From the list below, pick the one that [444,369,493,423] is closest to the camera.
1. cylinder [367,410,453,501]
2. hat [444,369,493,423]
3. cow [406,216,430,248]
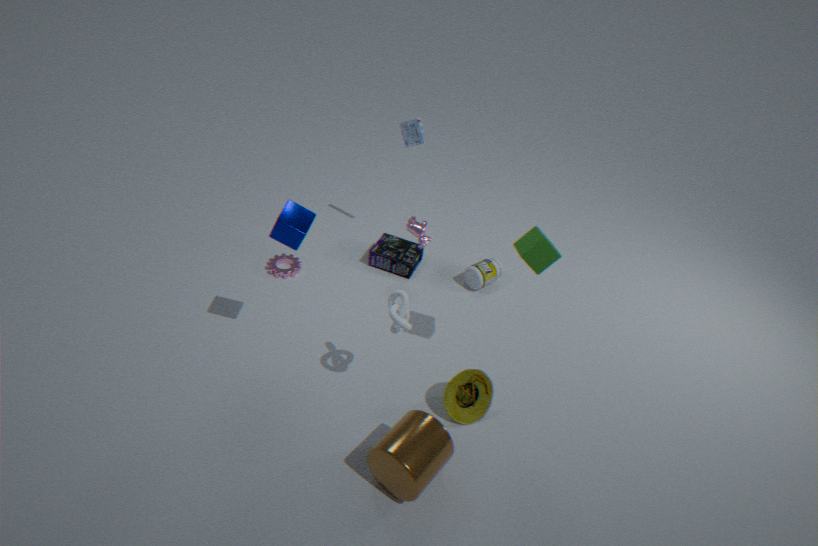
cylinder [367,410,453,501]
